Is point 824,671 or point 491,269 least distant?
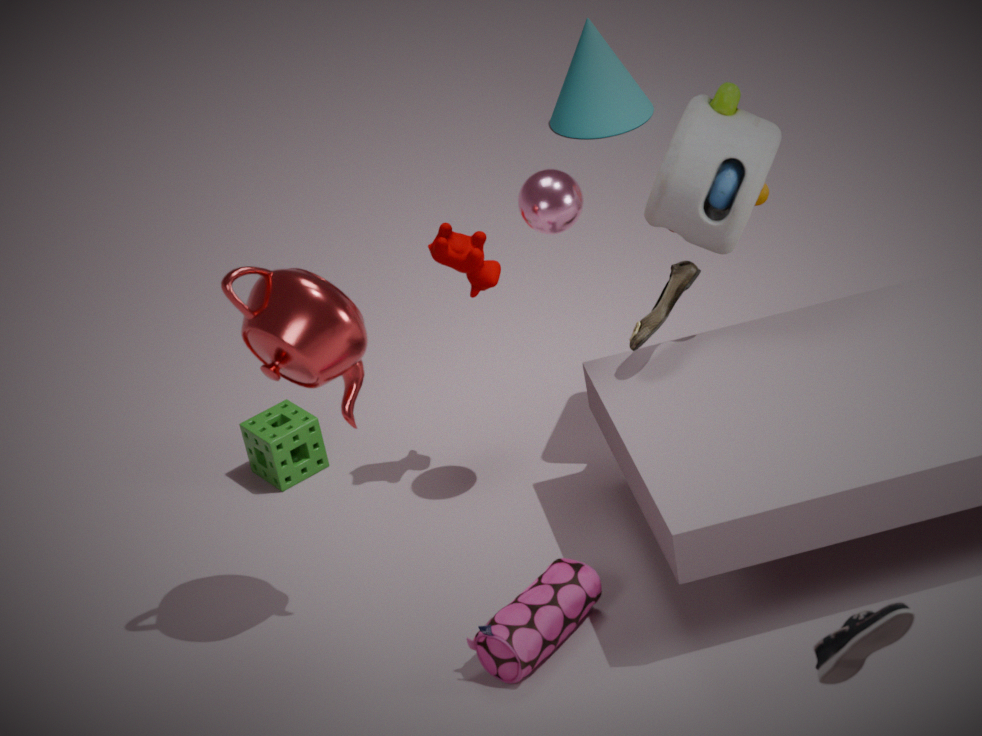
point 824,671
